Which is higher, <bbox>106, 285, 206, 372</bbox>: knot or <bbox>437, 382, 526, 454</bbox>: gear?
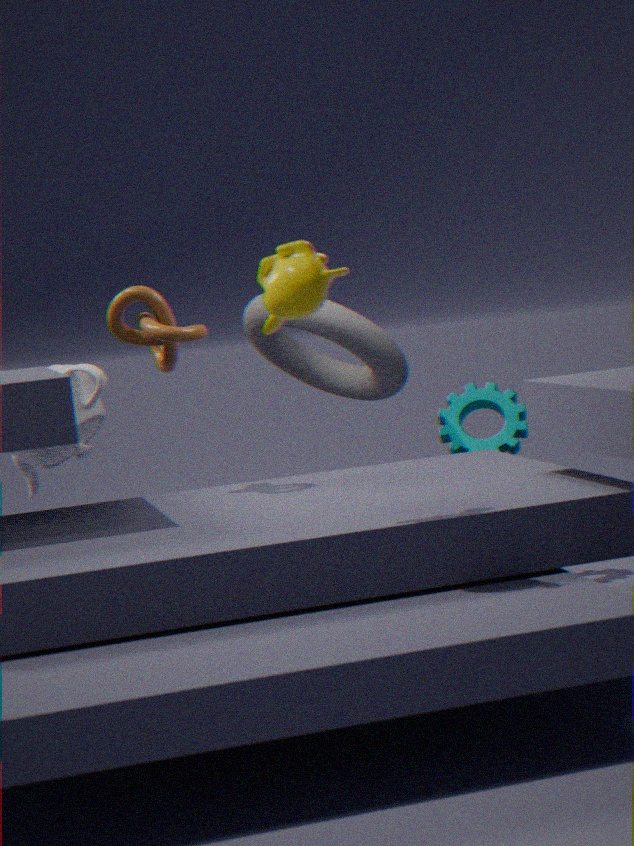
<bbox>106, 285, 206, 372</bbox>: knot
